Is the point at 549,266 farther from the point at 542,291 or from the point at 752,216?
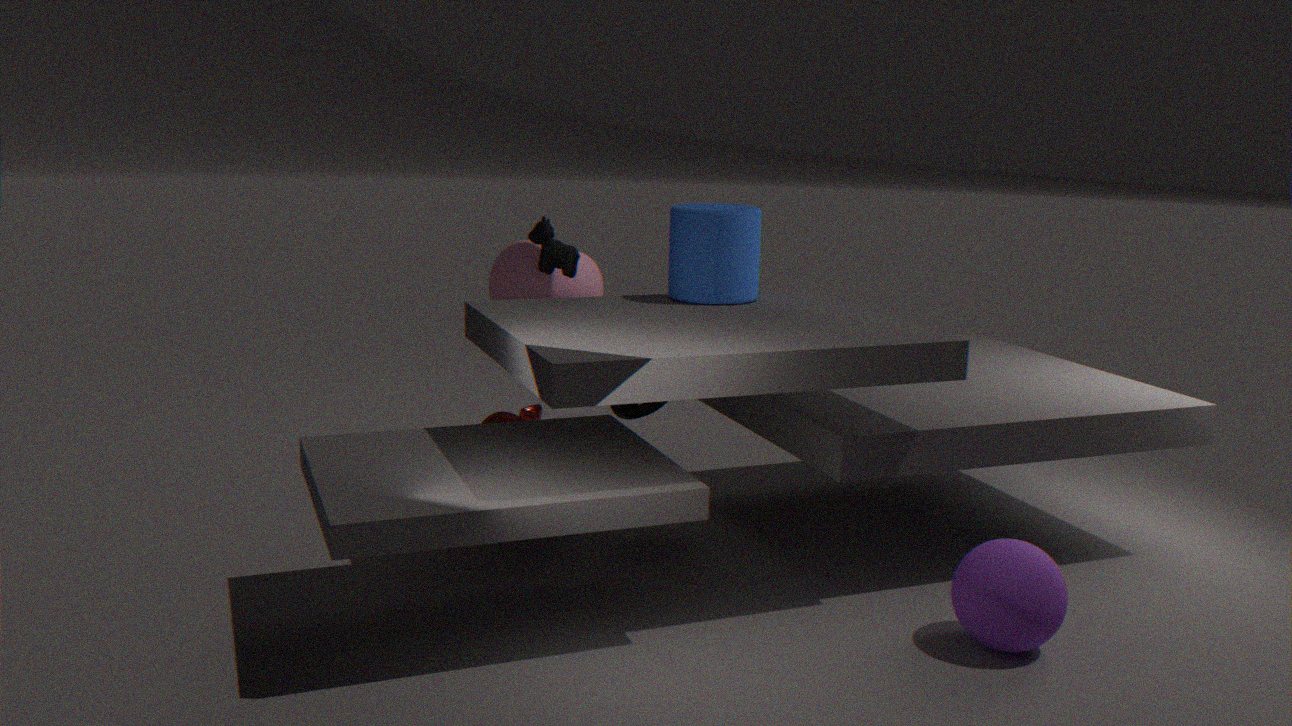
the point at 752,216
